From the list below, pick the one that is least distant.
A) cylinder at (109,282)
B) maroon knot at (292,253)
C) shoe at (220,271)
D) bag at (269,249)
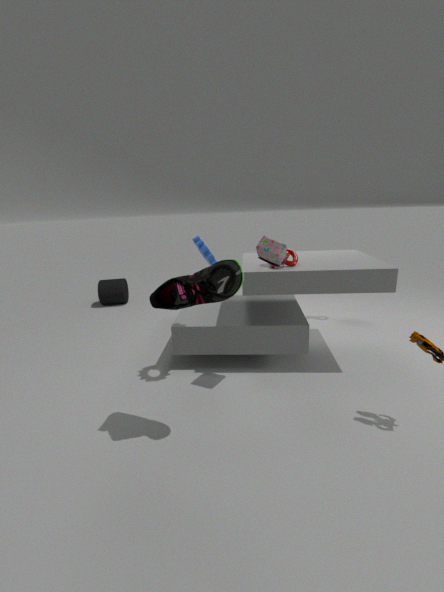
shoe at (220,271)
